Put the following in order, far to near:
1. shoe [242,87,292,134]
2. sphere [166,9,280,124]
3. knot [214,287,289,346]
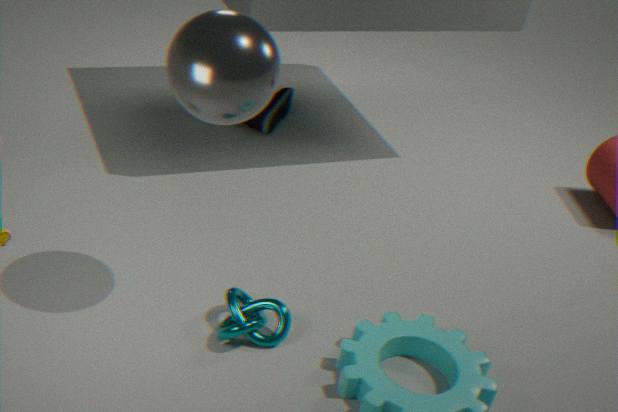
shoe [242,87,292,134] < knot [214,287,289,346] < sphere [166,9,280,124]
